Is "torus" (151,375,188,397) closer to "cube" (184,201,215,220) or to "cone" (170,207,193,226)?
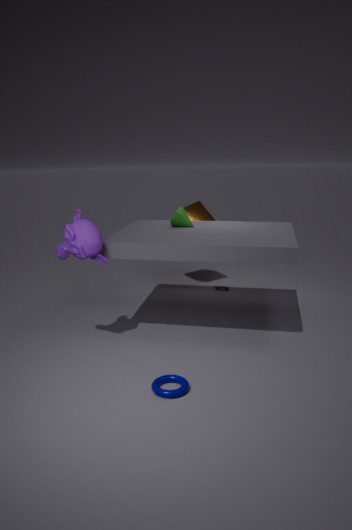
"cone" (170,207,193,226)
